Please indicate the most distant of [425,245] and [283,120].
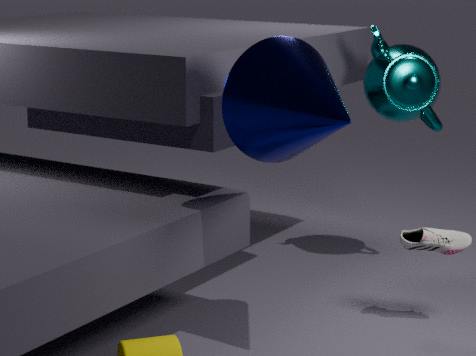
[425,245]
